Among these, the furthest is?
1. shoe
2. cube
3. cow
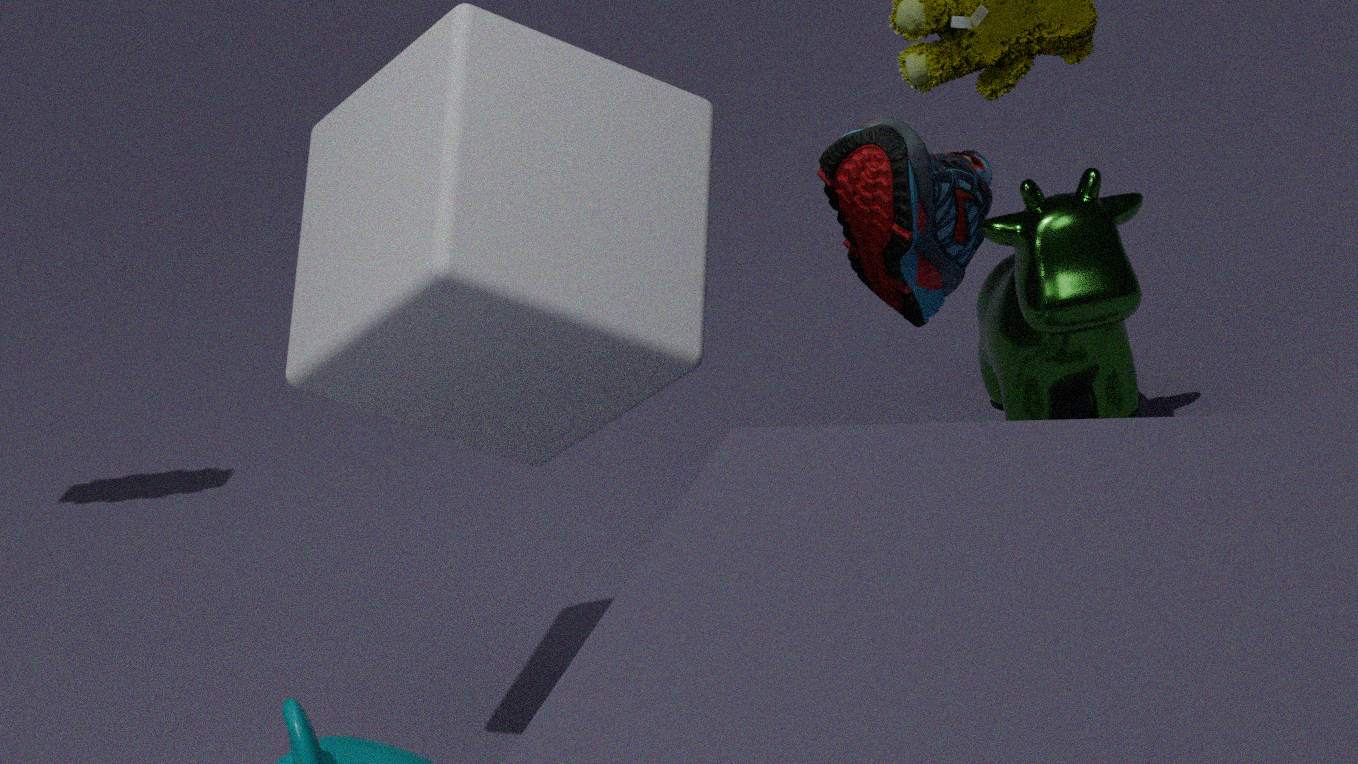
cow
